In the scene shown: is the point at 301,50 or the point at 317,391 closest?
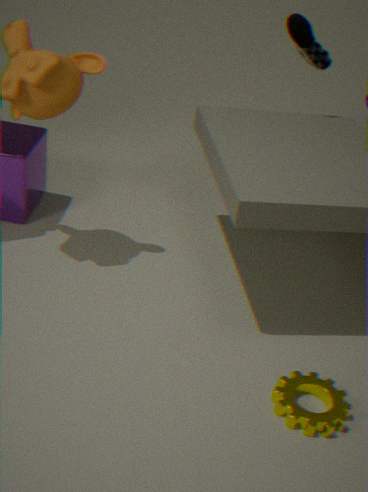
the point at 317,391
